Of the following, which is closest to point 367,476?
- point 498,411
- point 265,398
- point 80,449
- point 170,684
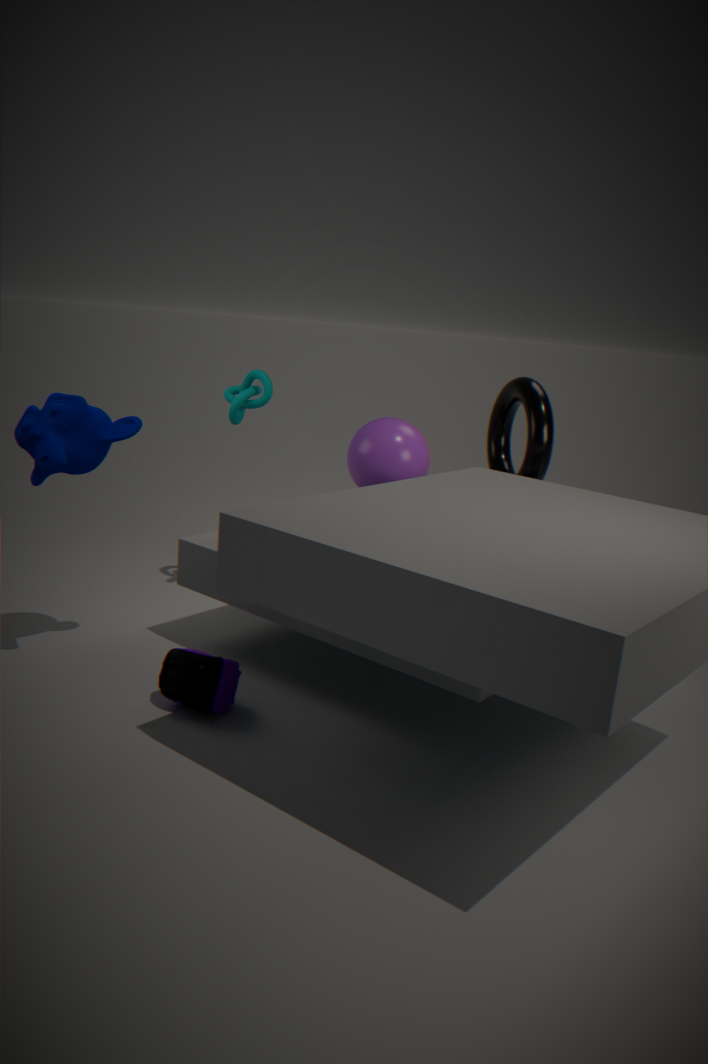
point 498,411
